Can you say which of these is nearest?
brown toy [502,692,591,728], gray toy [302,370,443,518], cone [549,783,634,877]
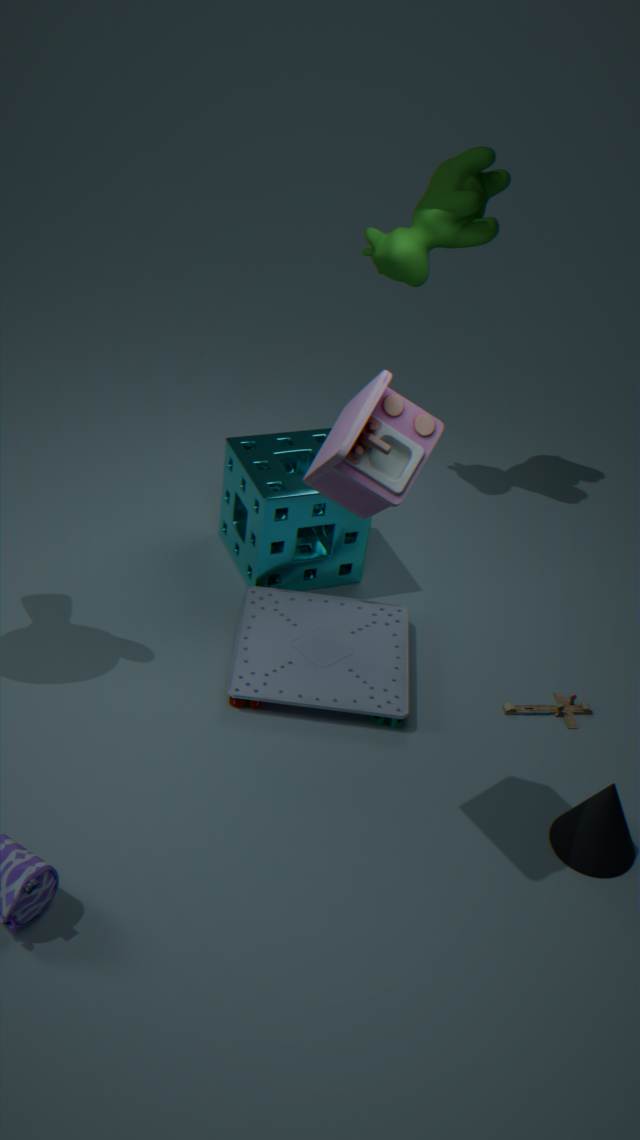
gray toy [302,370,443,518]
